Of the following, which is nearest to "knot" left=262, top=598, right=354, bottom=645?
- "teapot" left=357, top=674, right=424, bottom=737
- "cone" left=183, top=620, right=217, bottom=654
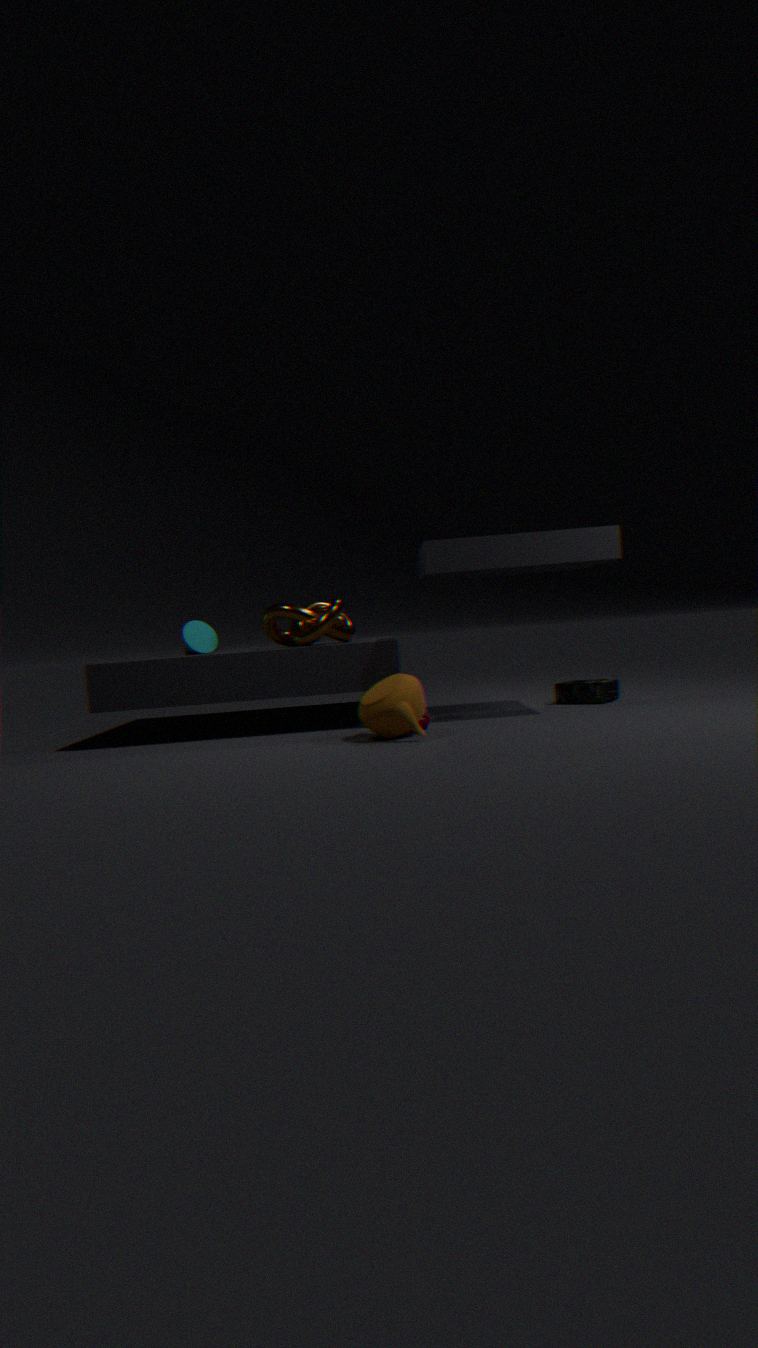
"cone" left=183, top=620, right=217, bottom=654
